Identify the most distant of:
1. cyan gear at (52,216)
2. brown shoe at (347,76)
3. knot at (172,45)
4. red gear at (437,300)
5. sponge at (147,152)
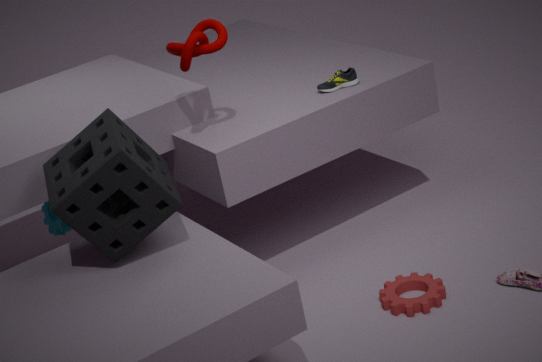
cyan gear at (52,216)
